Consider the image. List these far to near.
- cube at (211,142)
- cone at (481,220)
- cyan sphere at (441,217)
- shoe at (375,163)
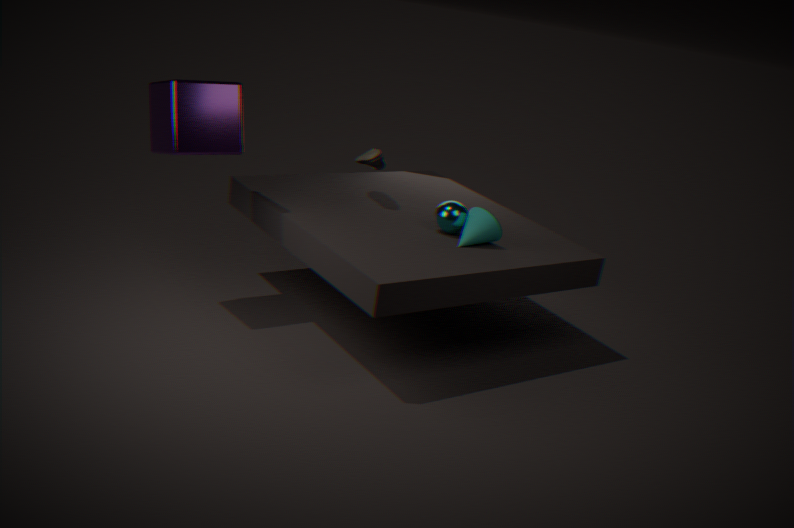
shoe at (375,163)
cyan sphere at (441,217)
cone at (481,220)
cube at (211,142)
